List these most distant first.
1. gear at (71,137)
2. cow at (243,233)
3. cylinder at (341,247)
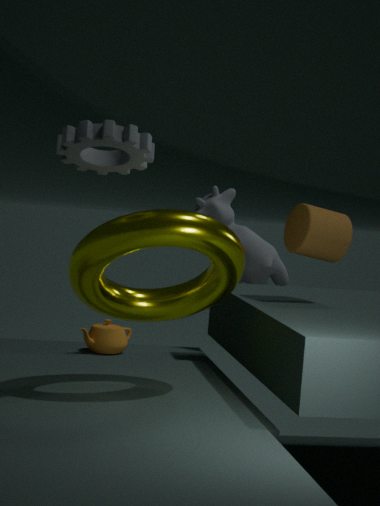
cow at (243,233), cylinder at (341,247), gear at (71,137)
